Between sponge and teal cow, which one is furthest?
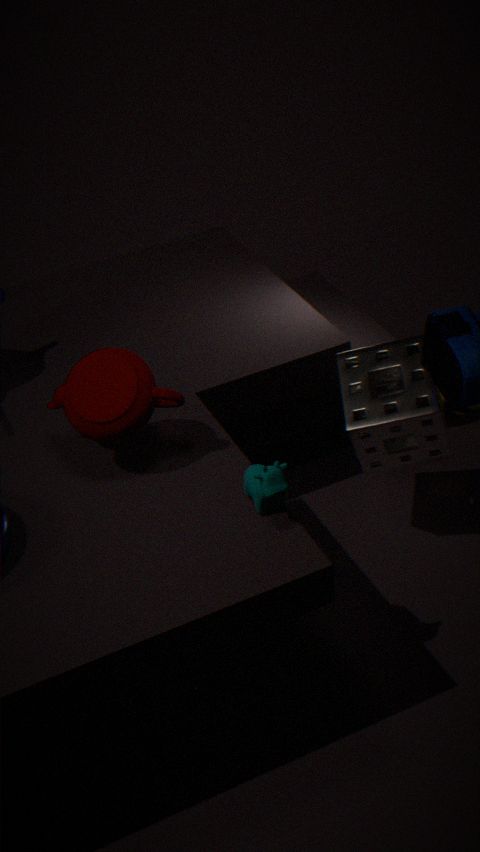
sponge
